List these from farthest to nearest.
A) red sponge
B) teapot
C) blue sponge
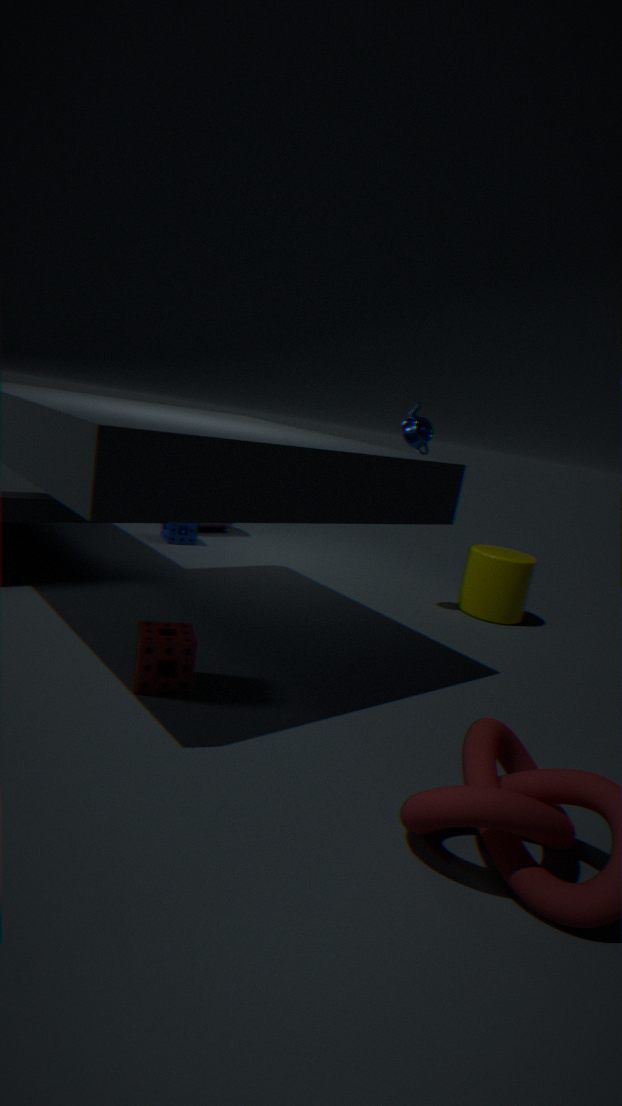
blue sponge, teapot, red sponge
